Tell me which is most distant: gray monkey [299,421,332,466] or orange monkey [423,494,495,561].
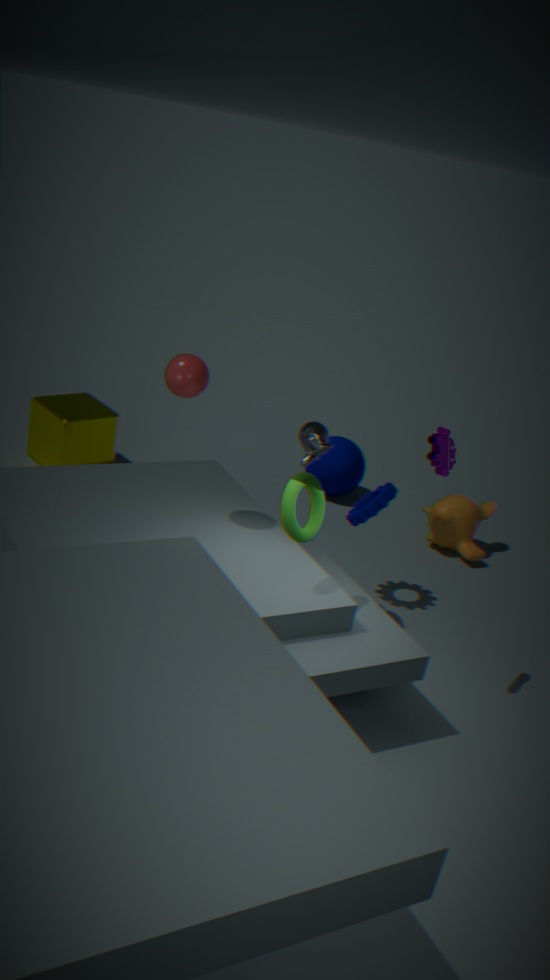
orange monkey [423,494,495,561]
